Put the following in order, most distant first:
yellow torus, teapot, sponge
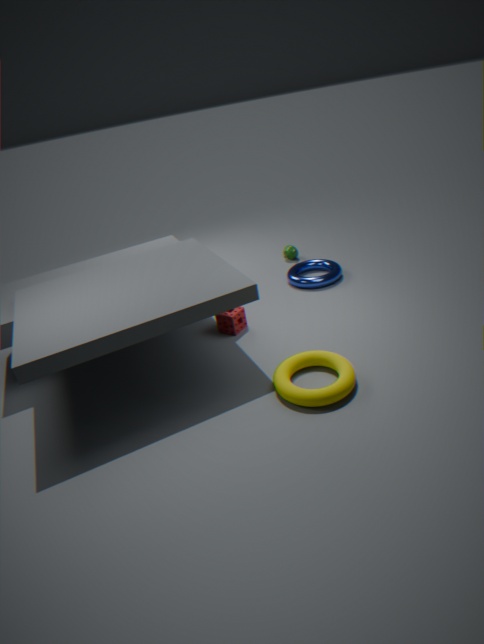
teapot
sponge
yellow torus
